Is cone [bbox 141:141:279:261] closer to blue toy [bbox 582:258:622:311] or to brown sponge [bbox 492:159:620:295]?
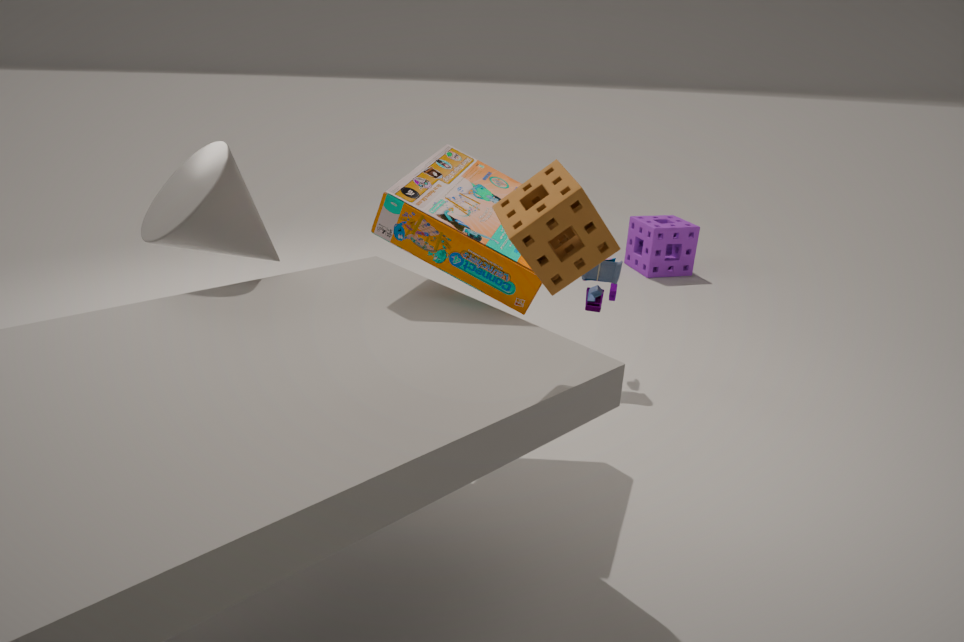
brown sponge [bbox 492:159:620:295]
